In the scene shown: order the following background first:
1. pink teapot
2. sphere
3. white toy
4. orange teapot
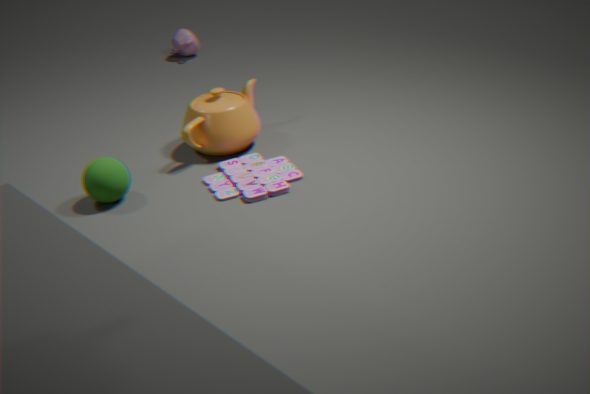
1. pink teapot
2. orange teapot
3. white toy
4. sphere
